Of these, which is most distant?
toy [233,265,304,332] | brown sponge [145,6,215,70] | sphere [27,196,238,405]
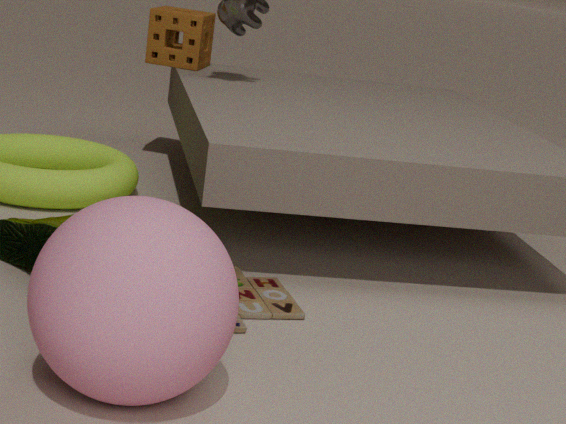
brown sponge [145,6,215,70]
